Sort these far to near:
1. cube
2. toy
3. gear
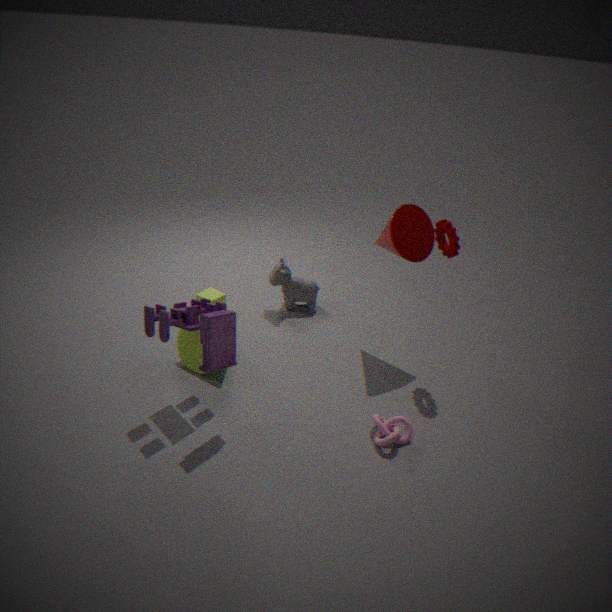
cube < gear < toy
